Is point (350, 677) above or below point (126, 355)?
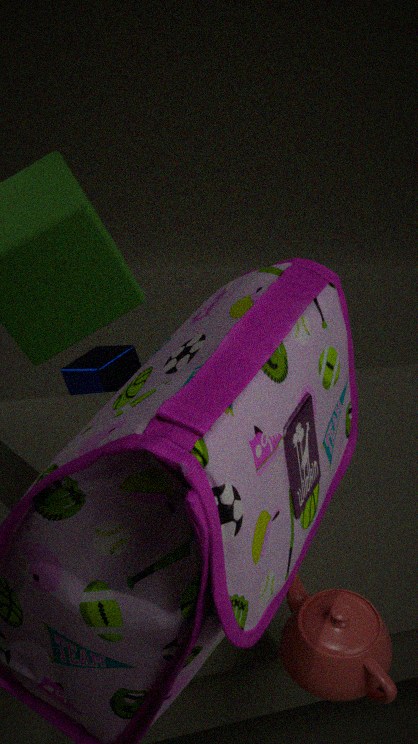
below
